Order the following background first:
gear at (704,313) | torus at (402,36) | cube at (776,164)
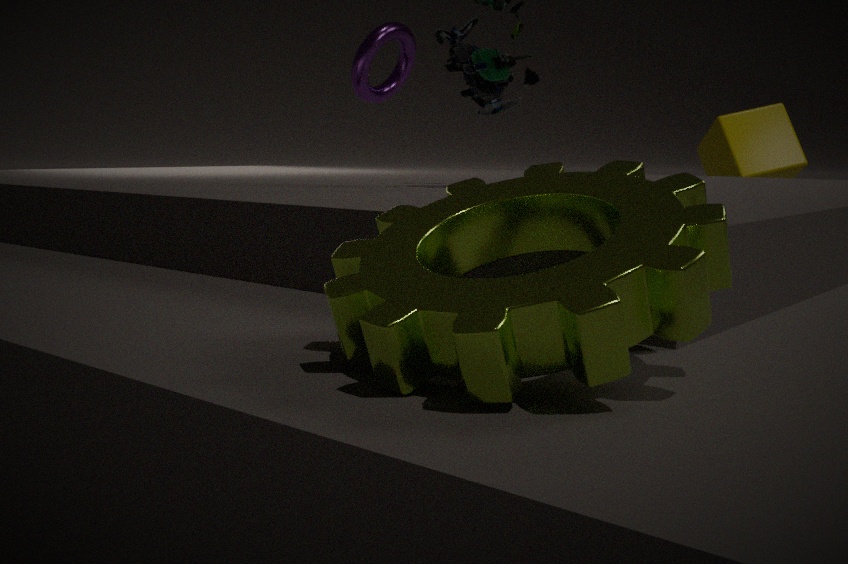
torus at (402,36) → cube at (776,164) → gear at (704,313)
